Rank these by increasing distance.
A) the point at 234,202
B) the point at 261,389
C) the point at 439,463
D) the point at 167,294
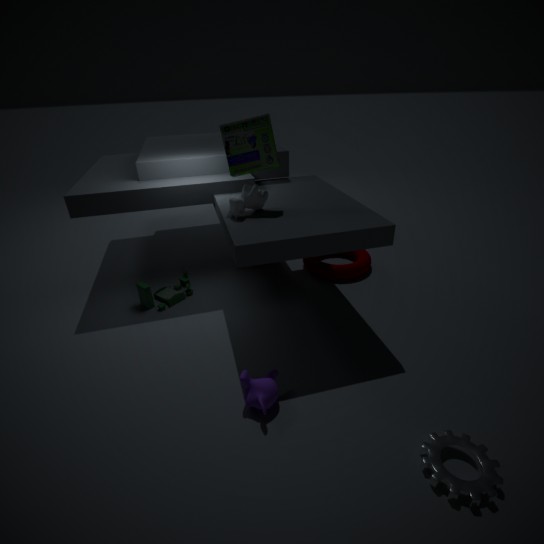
the point at 439,463
the point at 261,389
the point at 234,202
the point at 167,294
